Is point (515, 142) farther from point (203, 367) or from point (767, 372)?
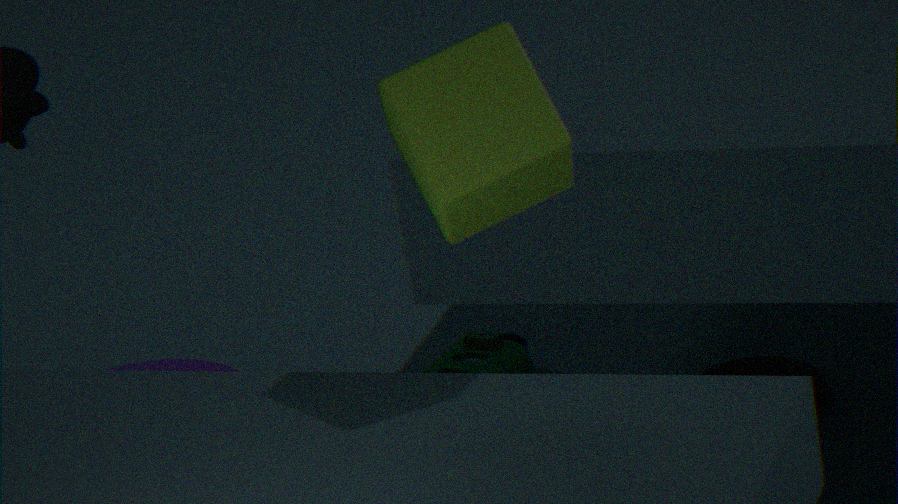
point (203, 367)
